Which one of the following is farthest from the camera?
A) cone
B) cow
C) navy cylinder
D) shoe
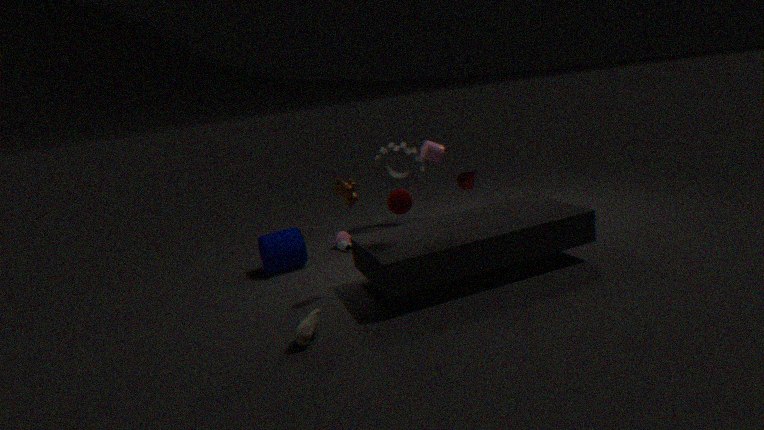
cone
